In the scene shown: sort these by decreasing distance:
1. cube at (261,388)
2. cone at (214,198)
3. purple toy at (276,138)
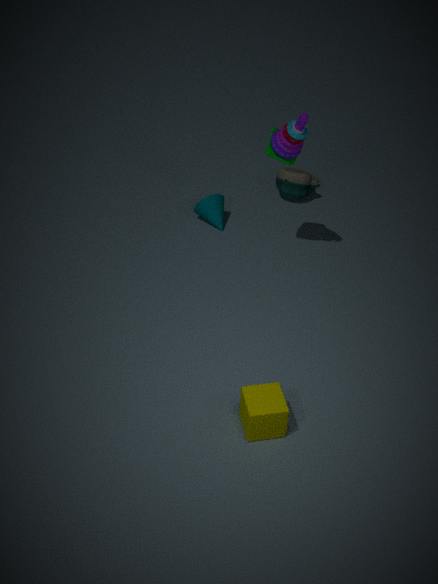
1. cone at (214,198)
2. purple toy at (276,138)
3. cube at (261,388)
